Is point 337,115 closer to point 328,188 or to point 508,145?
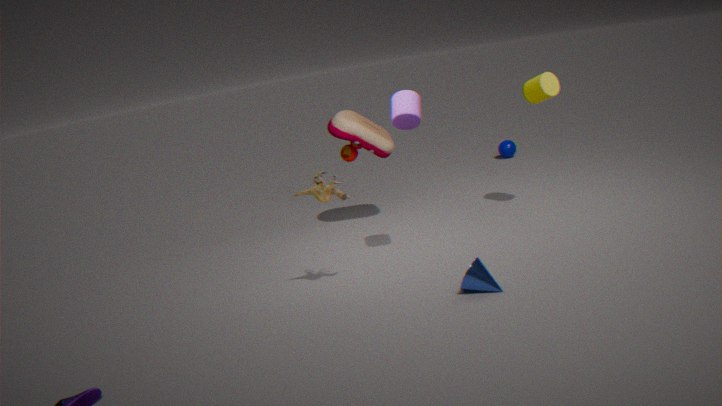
point 328,188
